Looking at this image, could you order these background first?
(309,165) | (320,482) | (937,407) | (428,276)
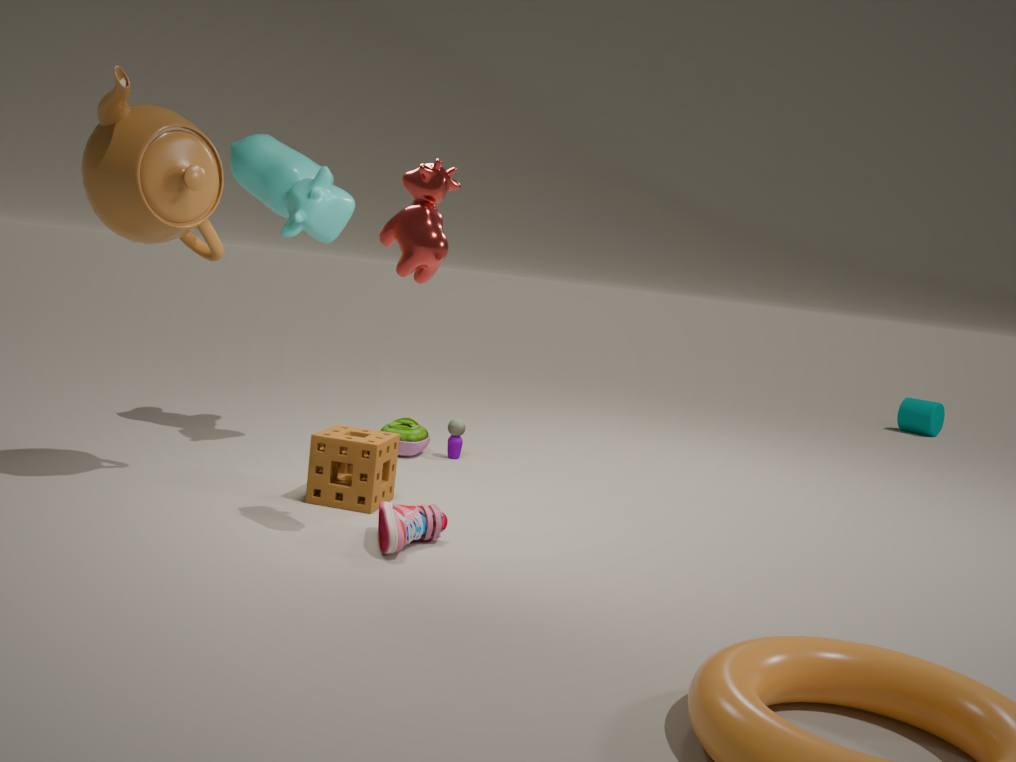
1. (937,407)
2. (309,165)
3. (320,482)
4. (428,276)
